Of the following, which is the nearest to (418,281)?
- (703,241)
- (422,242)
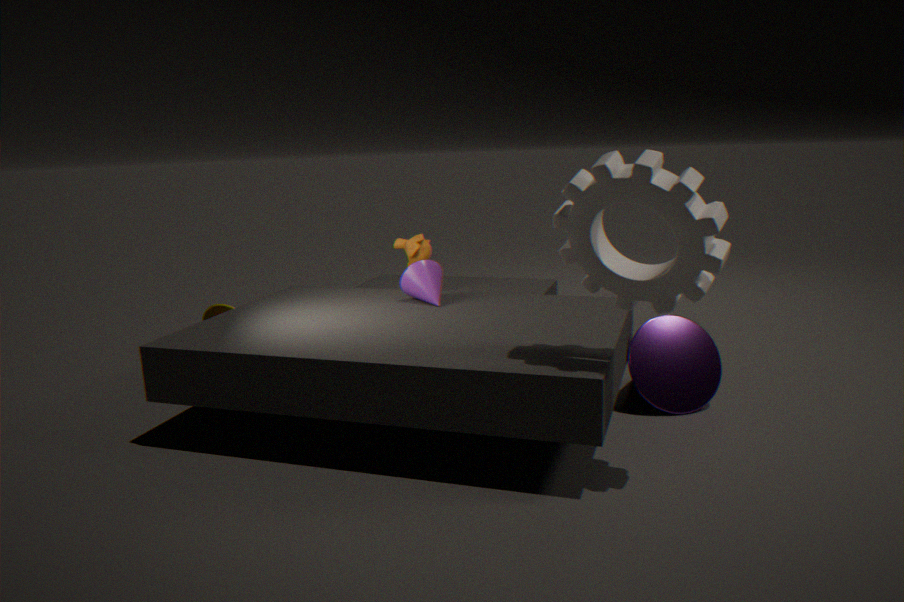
(422,242)
